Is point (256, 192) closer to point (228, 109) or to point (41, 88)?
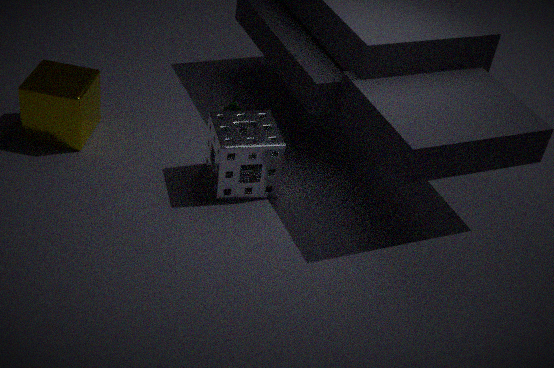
point (228, 109)
